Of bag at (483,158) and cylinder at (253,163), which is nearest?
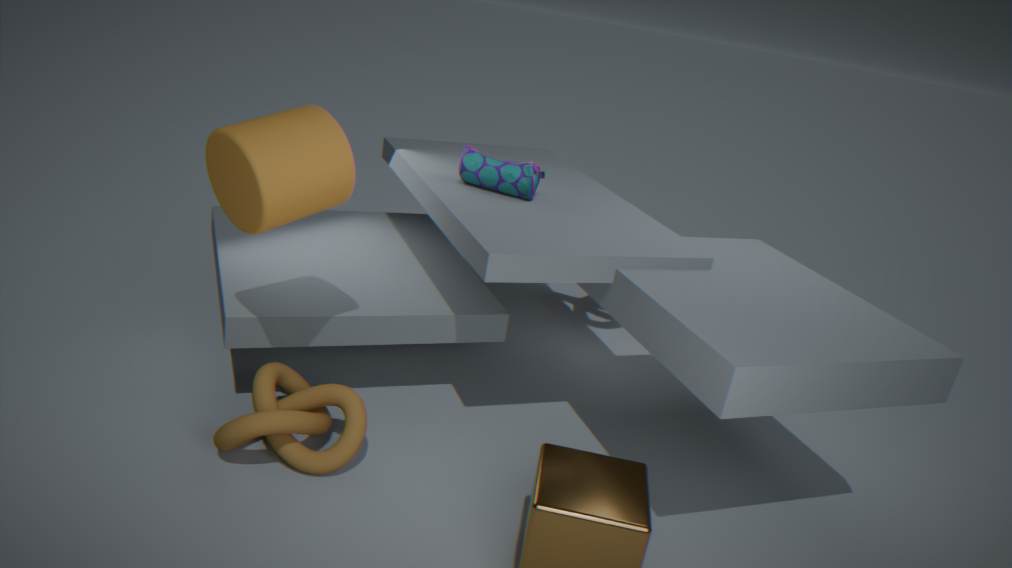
cylinder at (253,163)
